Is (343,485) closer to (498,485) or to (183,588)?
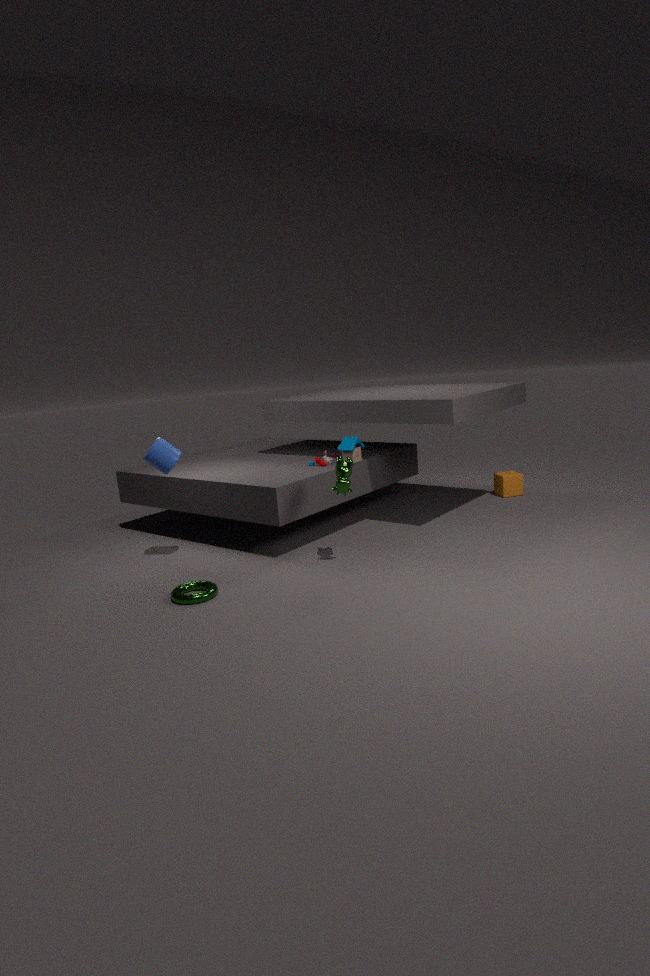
(183,588)
